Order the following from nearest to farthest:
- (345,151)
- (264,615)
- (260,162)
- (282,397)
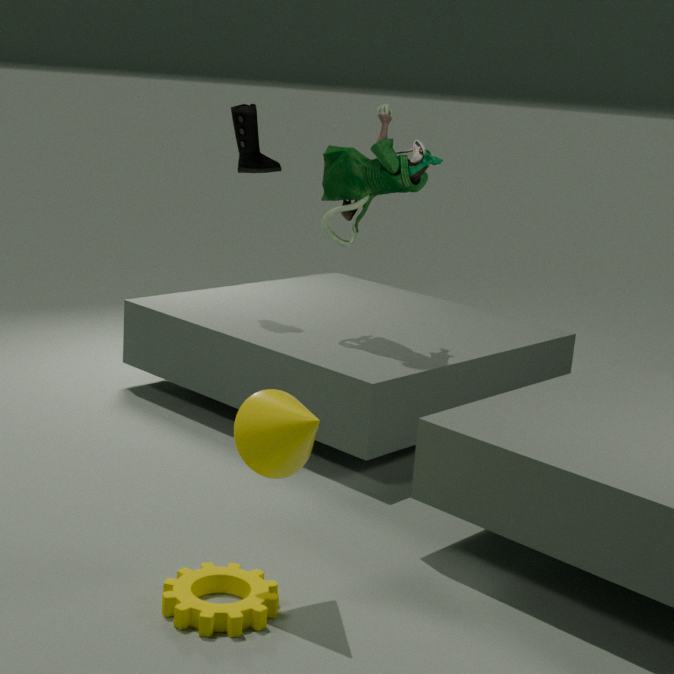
(264,615)
(282,397)
(345,151)
(260,162)
